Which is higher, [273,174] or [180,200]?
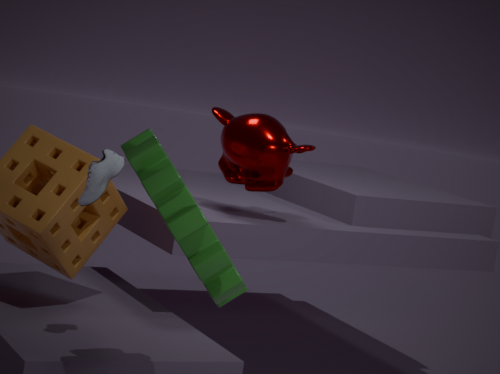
[273,174]
